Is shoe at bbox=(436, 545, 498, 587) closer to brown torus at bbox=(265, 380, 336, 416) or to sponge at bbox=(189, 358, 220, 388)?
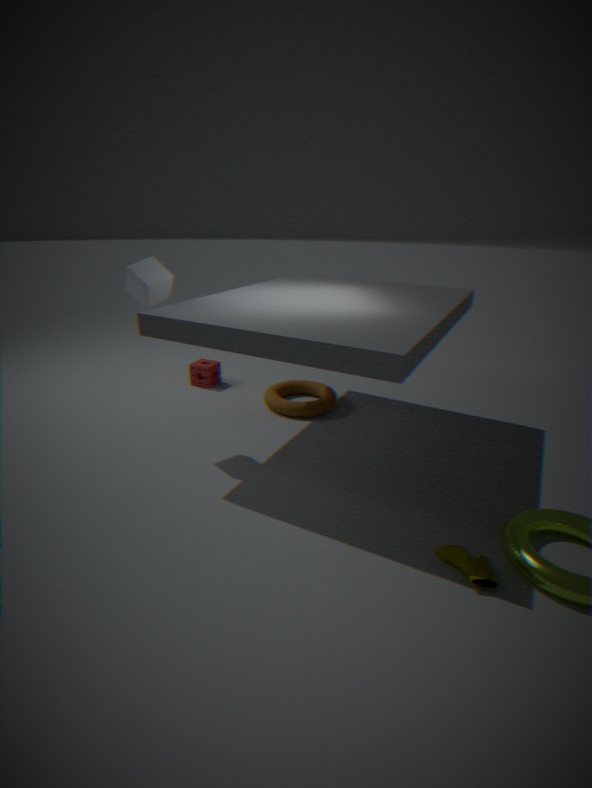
brown torus at bbox=(265, 380, 336, 416)
